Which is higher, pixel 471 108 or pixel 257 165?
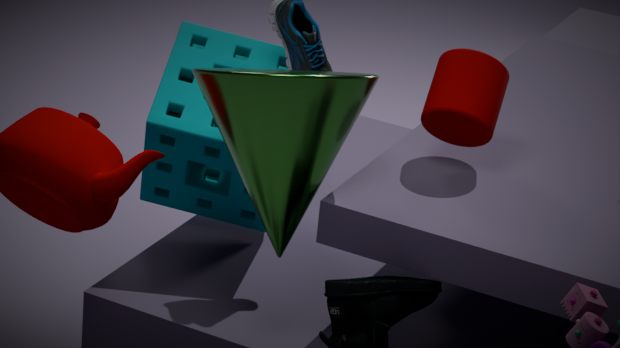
pixel 471 108
